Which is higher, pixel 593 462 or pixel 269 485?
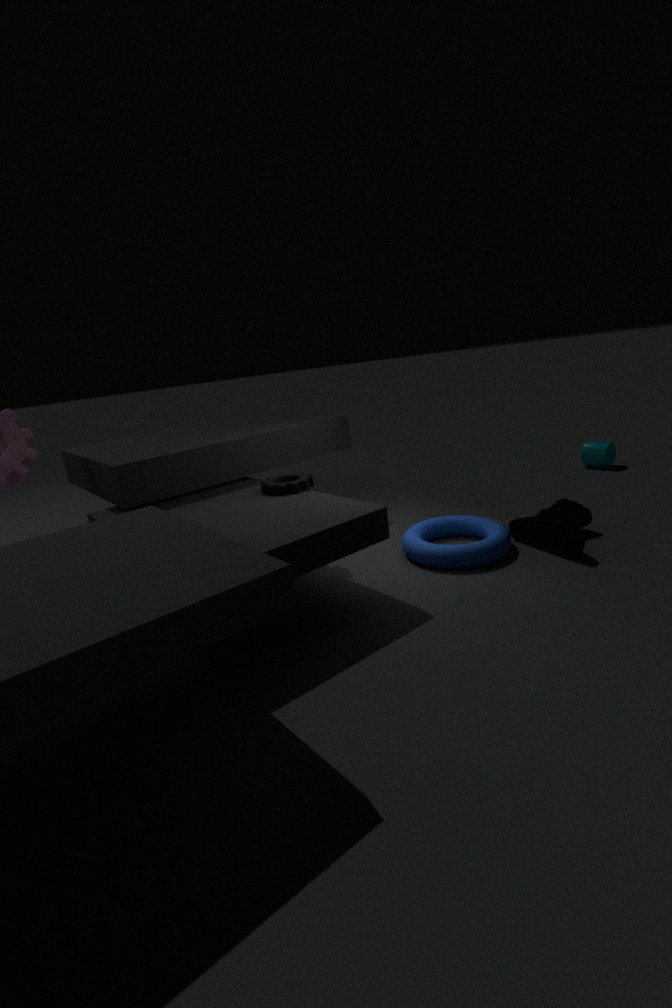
pixel 269 485
